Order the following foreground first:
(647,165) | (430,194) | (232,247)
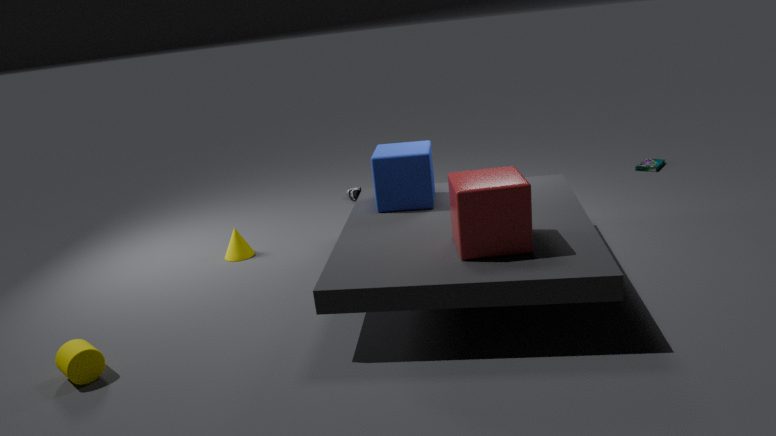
(430,194) < (232,247) < (647,165)
